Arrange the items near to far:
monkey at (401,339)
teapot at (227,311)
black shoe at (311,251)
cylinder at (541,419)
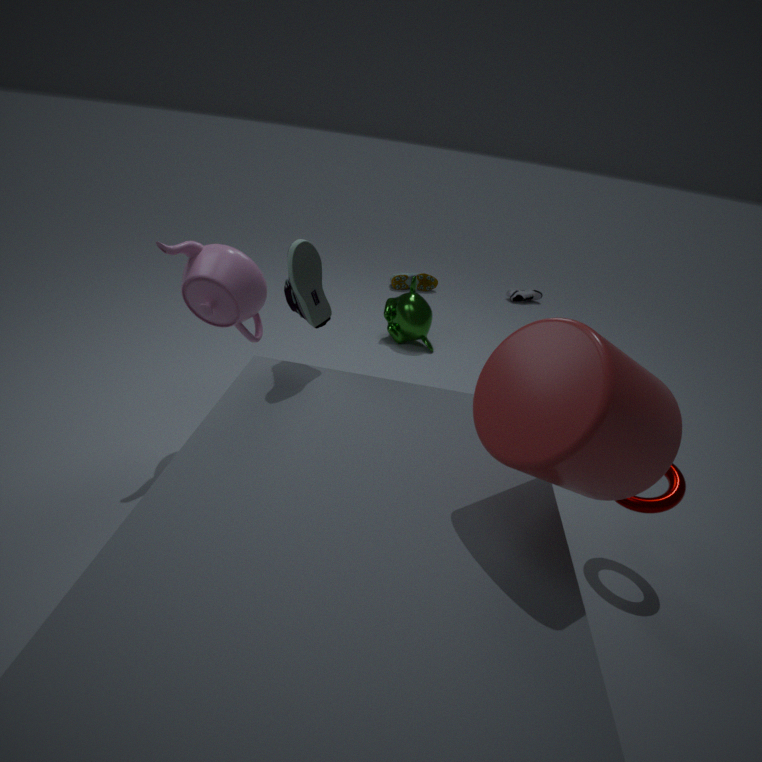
cylinder at (541,419) < black shoe at (311,251) < teapot at (227,311) < monkey at (401,339)
